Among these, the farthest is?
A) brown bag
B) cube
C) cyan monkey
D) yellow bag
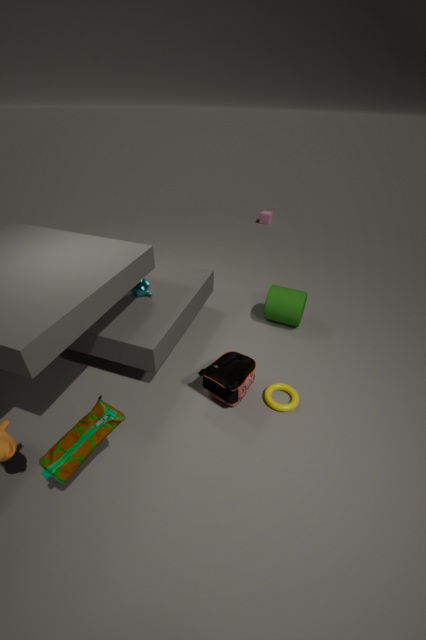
B. cube
